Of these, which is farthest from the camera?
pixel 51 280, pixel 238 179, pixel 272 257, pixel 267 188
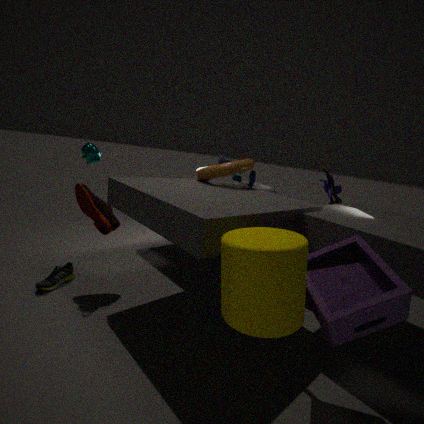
pixel 267 188
